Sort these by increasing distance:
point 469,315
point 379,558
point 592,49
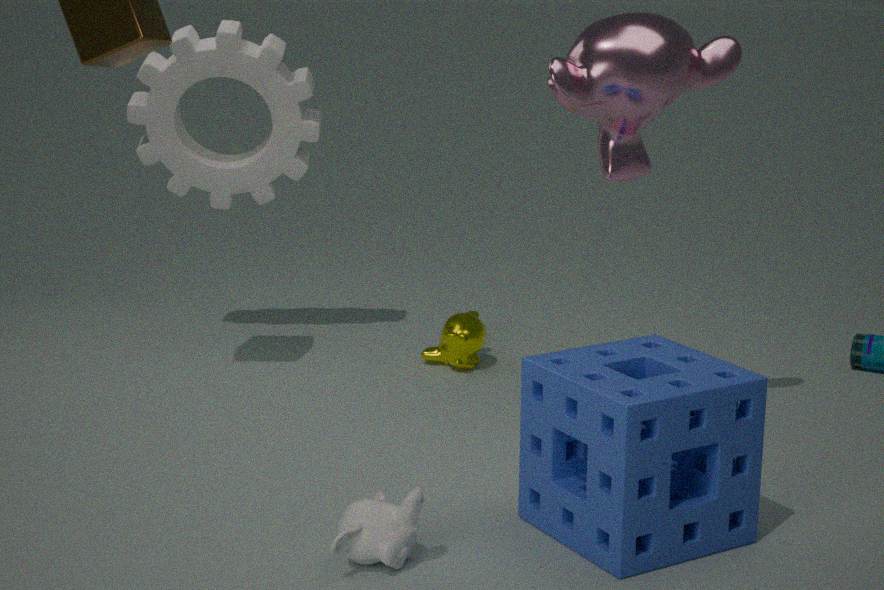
1. point 379,558
2. point 592,49
3. point 469,315
